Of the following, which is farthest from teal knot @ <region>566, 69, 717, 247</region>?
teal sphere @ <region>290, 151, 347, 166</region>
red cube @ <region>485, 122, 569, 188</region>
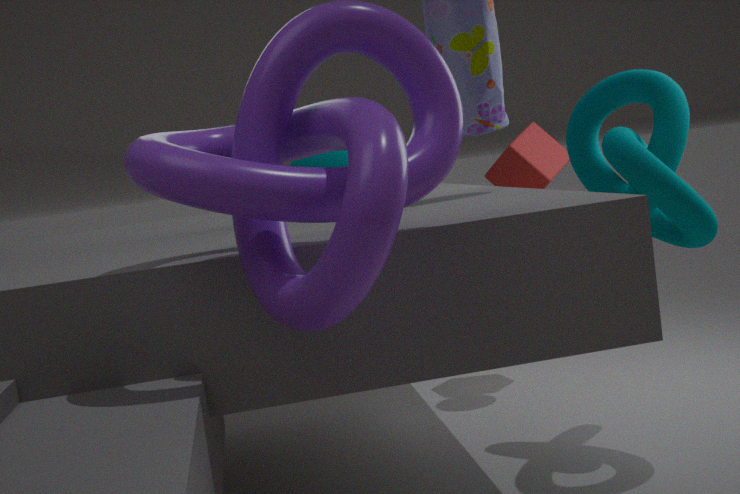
teal sphere @ <region>290, 151, 347, 166</region>
